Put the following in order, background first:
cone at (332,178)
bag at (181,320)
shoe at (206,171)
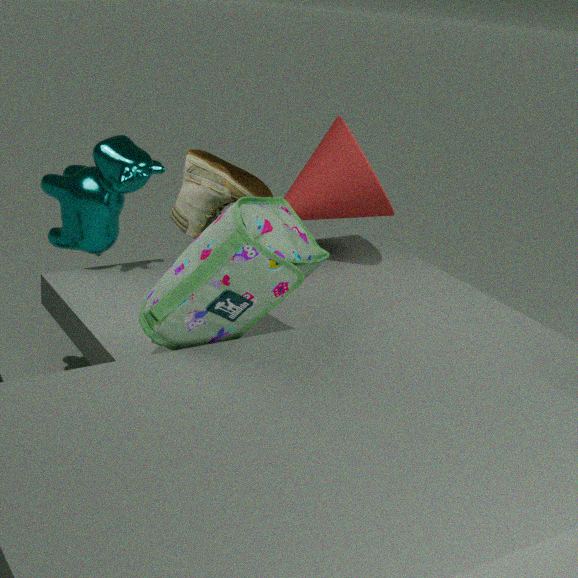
cone at (332,178), shoe at (206,171), bag at (181,320)
